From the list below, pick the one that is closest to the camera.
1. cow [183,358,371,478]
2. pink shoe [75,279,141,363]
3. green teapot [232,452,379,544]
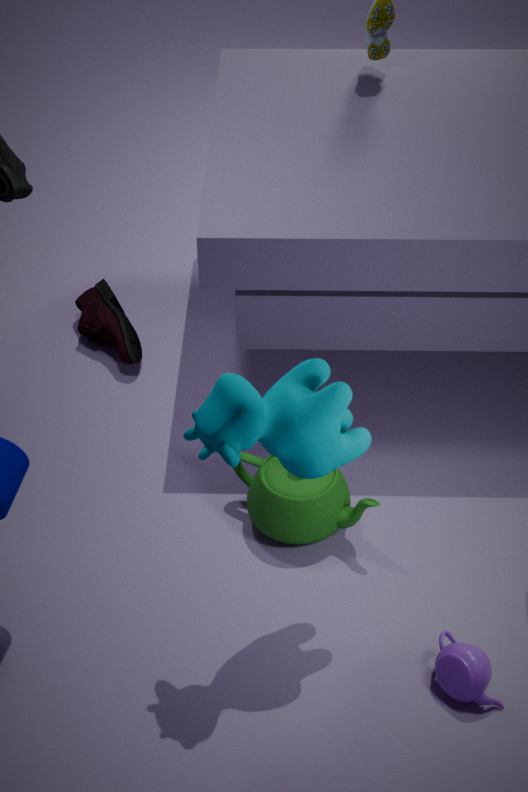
cow [183,358,371,478]
